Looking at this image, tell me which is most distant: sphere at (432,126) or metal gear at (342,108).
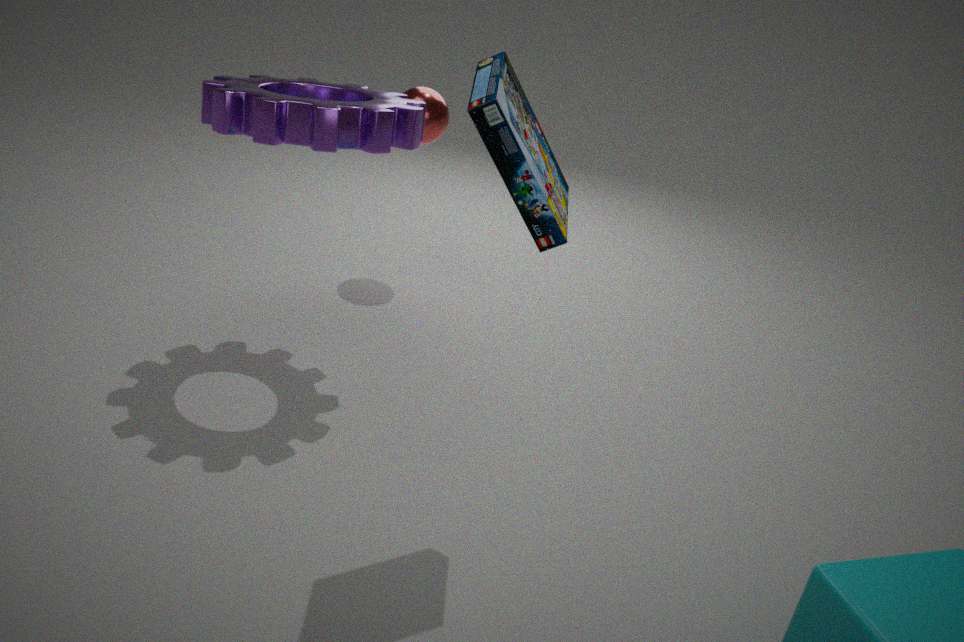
sphere at (432,126)
